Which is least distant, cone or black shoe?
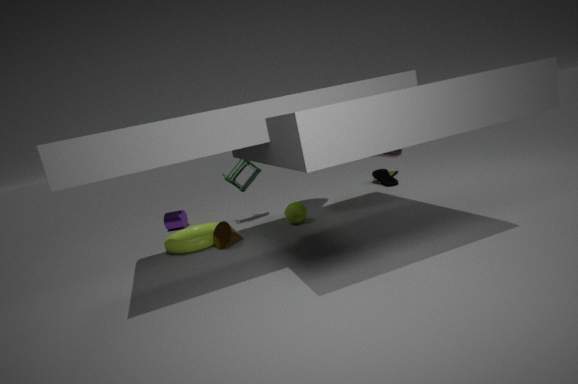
cone
